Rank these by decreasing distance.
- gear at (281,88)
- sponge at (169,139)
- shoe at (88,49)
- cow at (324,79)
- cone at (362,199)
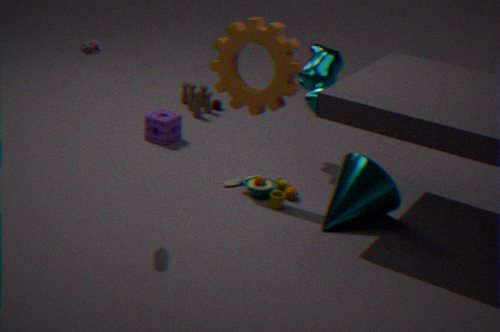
sponge at (169,139) < cow at (324,79) < cone at (362,199) < gear at (281,88) < shoe at (88,49)
